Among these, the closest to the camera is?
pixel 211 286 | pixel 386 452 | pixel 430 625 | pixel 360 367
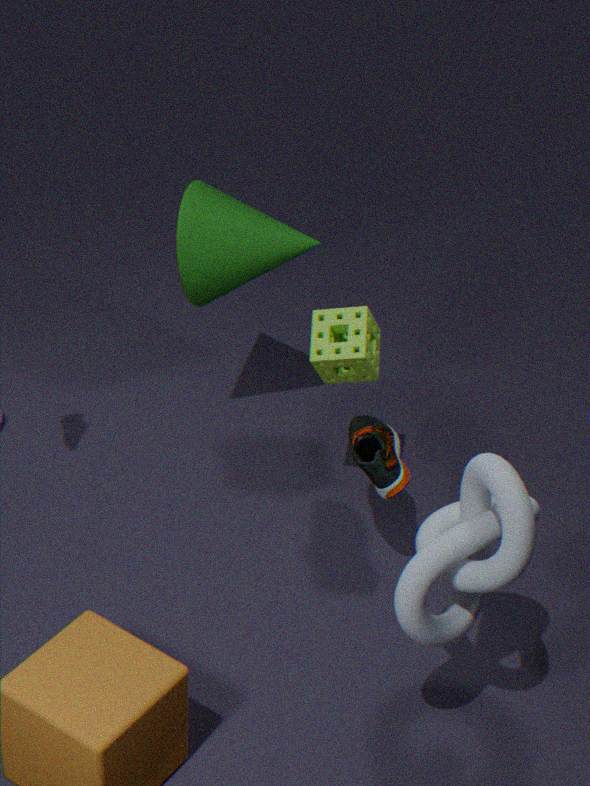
pixel 430 625
